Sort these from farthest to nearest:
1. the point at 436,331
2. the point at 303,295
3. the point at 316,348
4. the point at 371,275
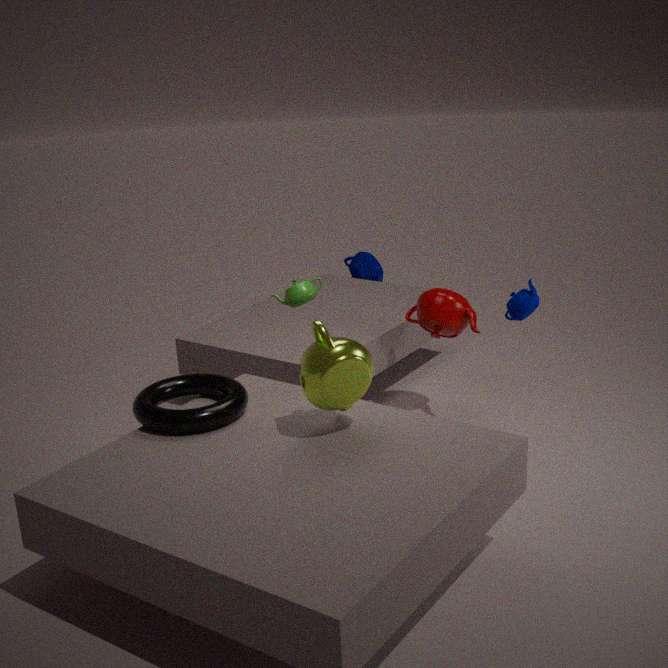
the point at 371,275, the point at 436,331, the point at 303,295, the point at 316,348
